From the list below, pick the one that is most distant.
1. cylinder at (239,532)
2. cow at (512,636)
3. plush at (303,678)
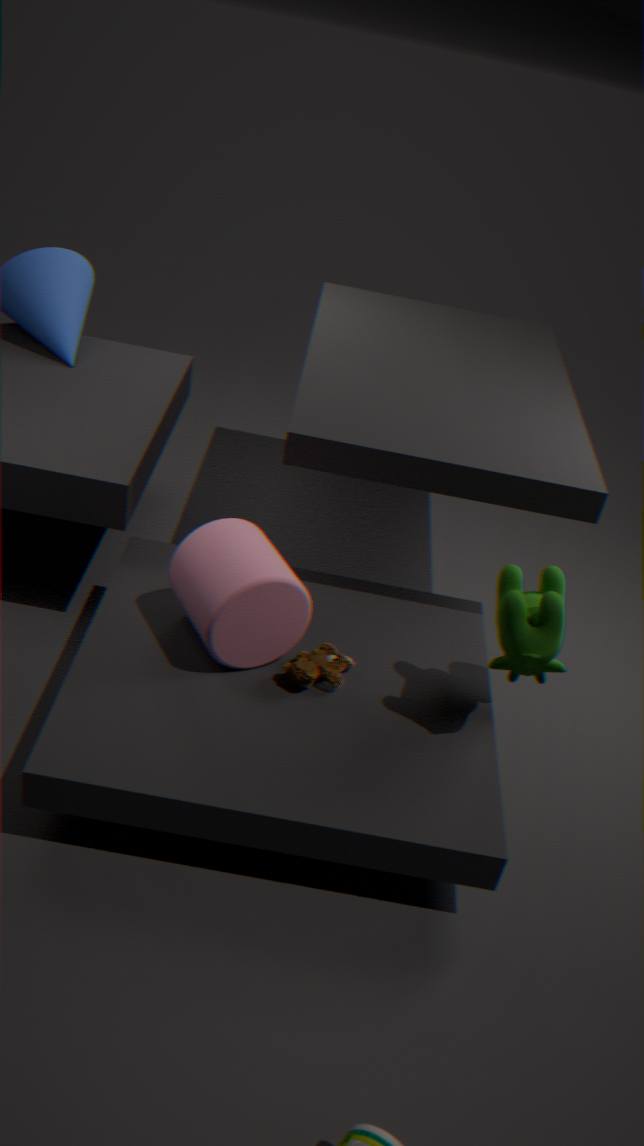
plush at (303,678)
